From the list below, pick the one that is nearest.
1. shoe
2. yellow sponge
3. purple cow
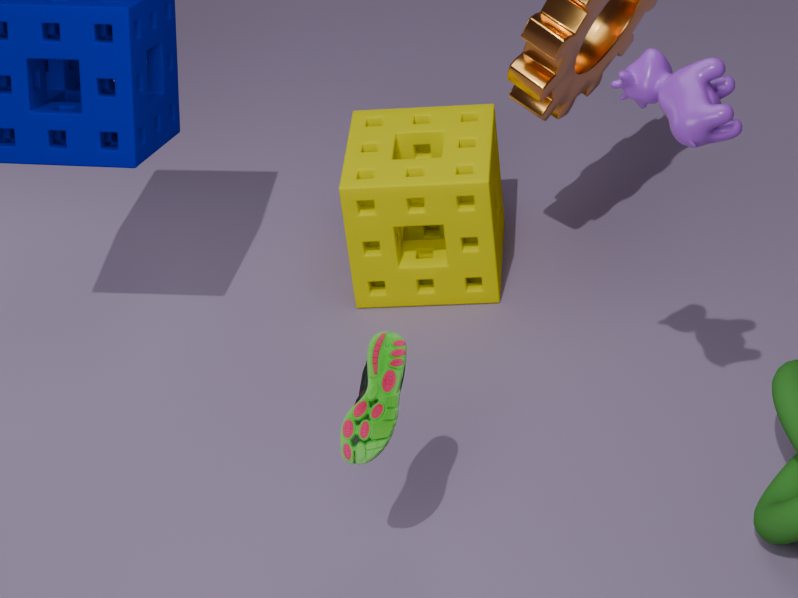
purple cow
